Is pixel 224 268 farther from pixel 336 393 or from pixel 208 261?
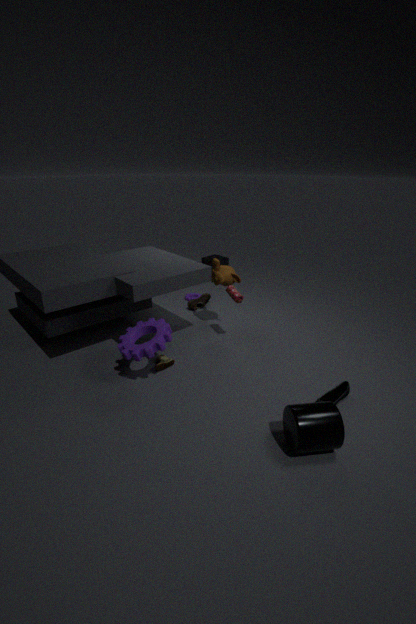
pixel 208 261
